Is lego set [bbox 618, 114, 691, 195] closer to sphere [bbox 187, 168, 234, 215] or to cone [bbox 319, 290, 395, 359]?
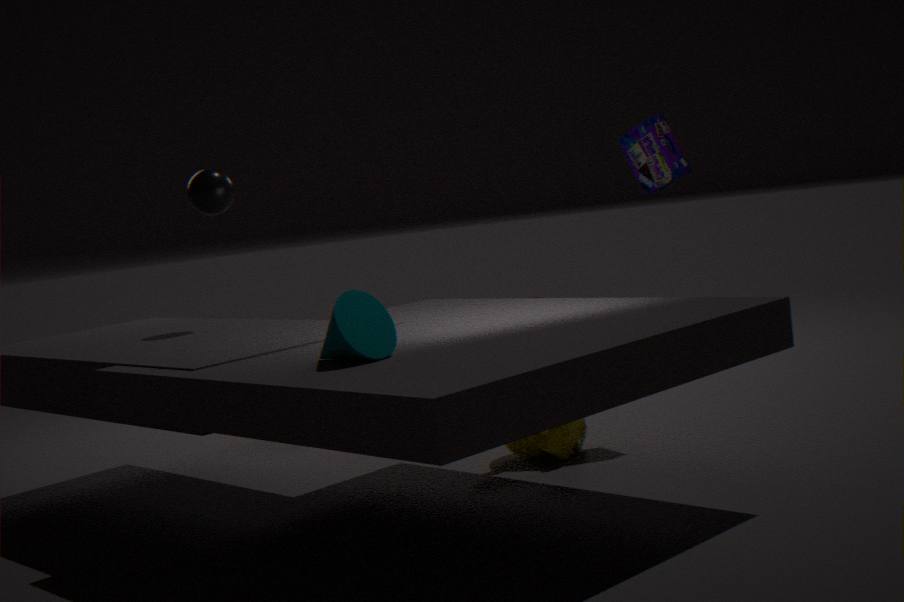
sphere [bbox 187, 168, 234, 215]
